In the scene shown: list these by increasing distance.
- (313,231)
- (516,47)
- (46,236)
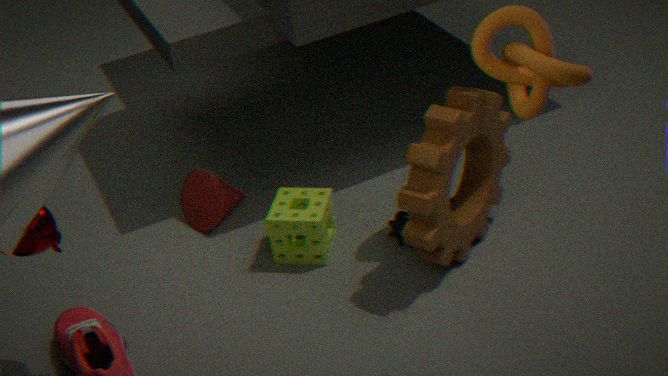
(516,47) → (46,236) → (313,231)
